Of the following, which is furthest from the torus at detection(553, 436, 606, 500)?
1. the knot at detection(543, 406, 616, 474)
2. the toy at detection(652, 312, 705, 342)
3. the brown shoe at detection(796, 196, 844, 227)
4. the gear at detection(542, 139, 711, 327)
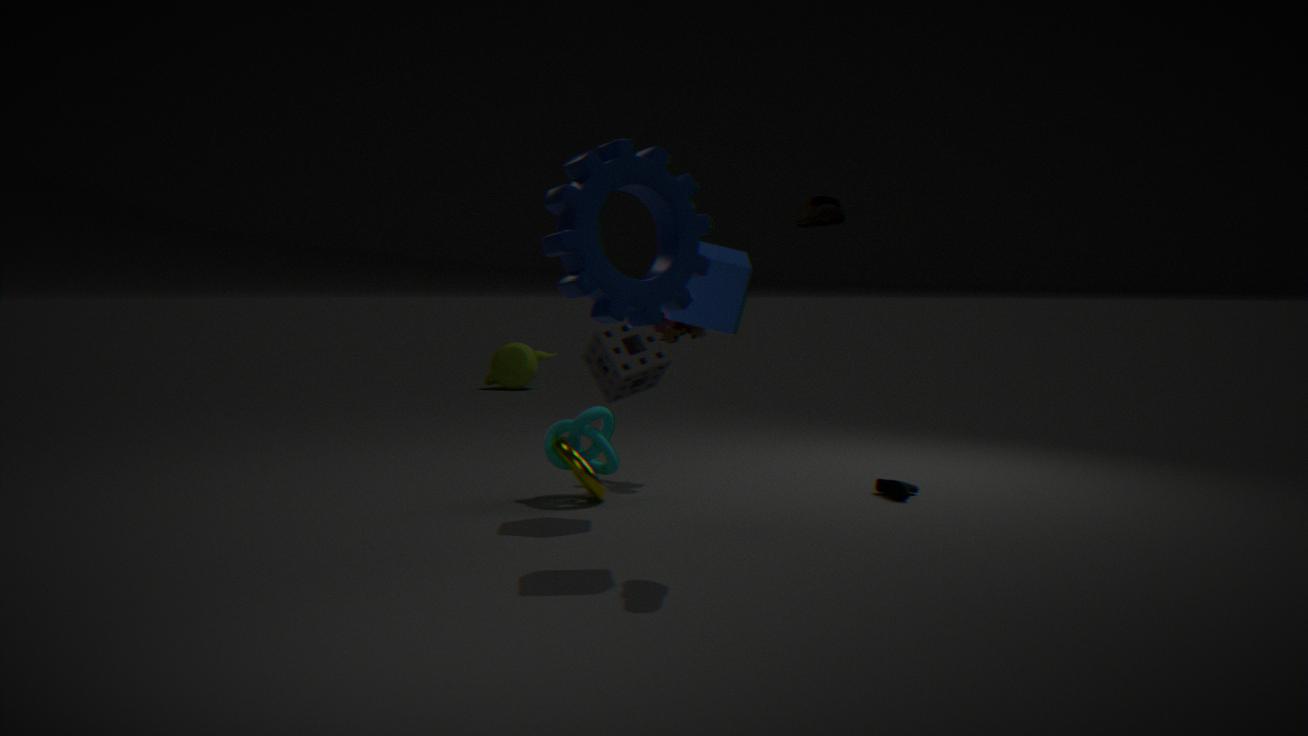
the gear at detection(542, 139, 711, 327)
